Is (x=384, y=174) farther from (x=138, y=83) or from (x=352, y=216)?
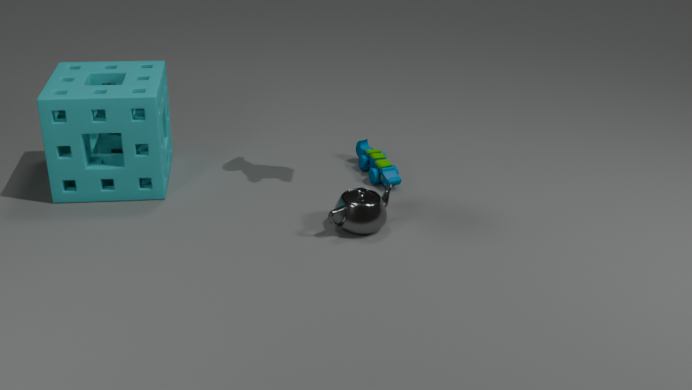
(x=138, y=83)
